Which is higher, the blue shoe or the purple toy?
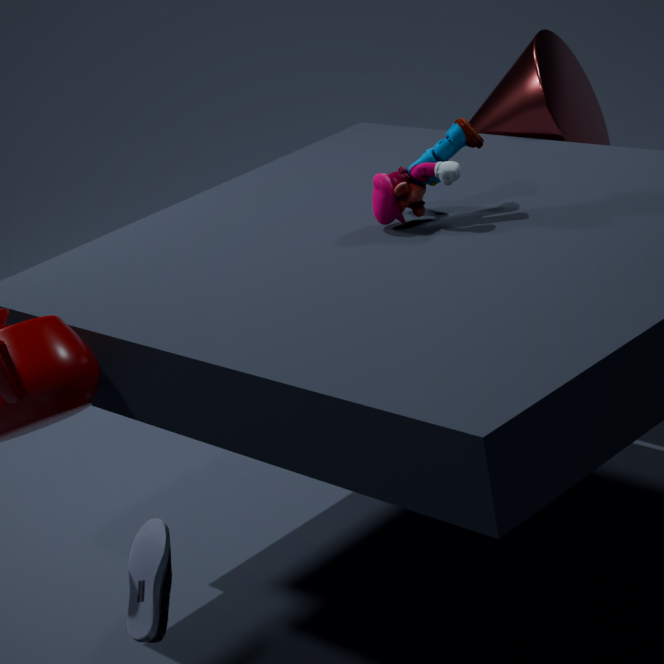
the purple toy
